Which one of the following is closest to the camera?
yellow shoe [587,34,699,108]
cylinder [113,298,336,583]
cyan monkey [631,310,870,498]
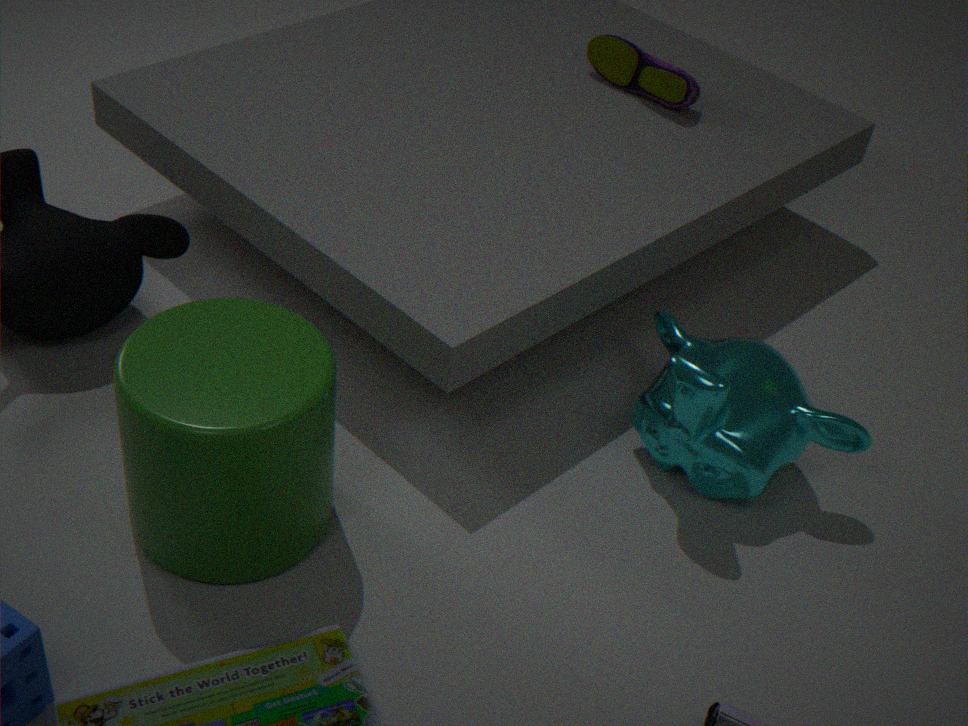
cylinder [113,298,336,583]
